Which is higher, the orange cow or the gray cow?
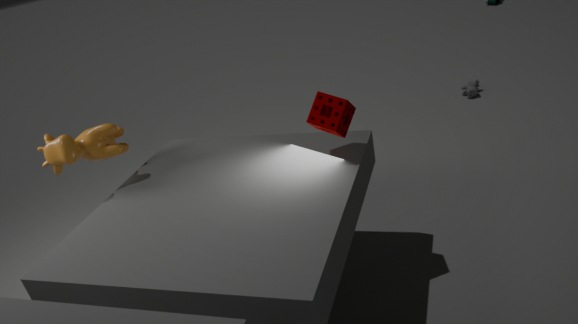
the orange cow
